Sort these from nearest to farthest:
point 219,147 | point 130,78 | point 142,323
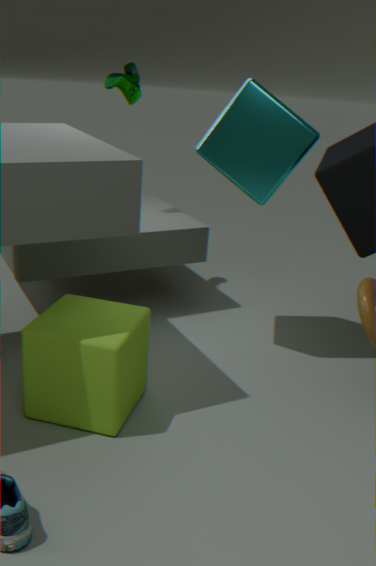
point 142,323 < point 219,147 < point 130,78
